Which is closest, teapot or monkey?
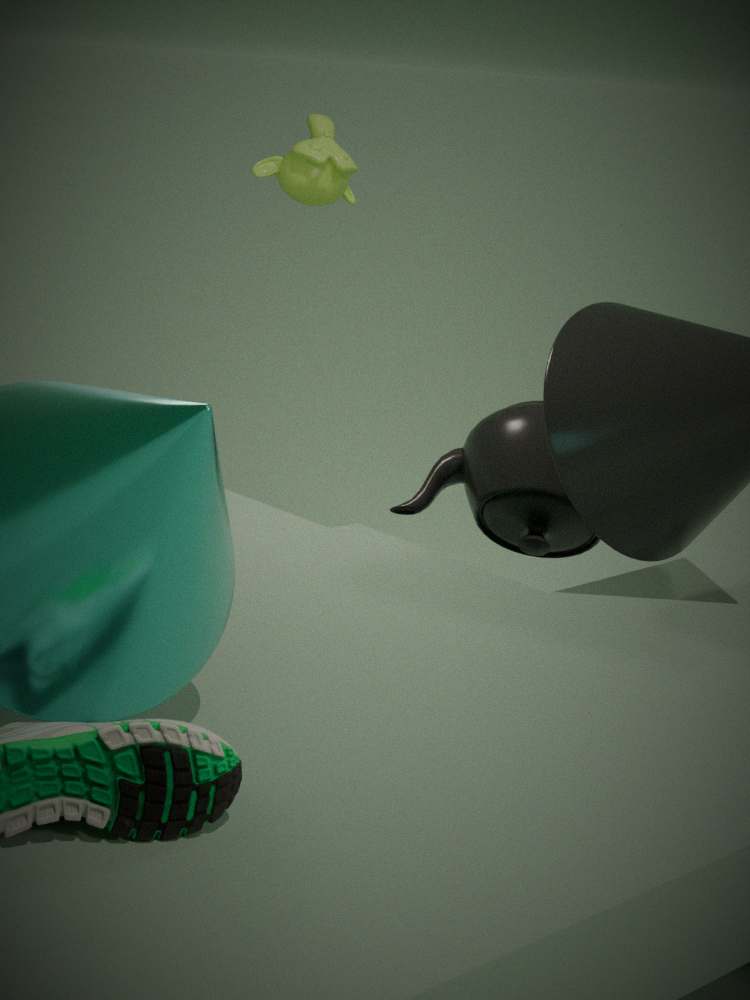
teapot
